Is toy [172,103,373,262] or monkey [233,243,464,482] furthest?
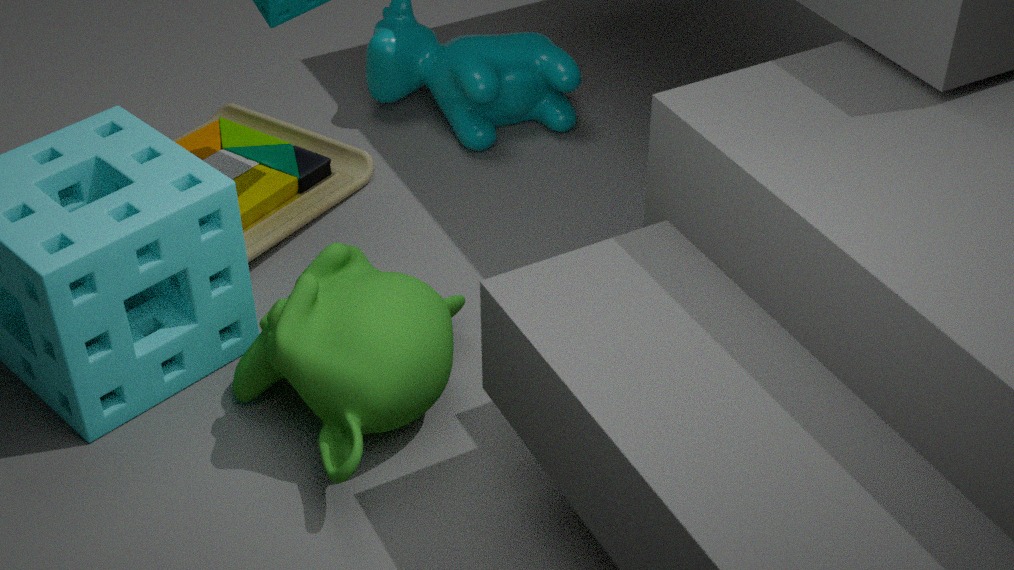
toy [172,103,373,262]
